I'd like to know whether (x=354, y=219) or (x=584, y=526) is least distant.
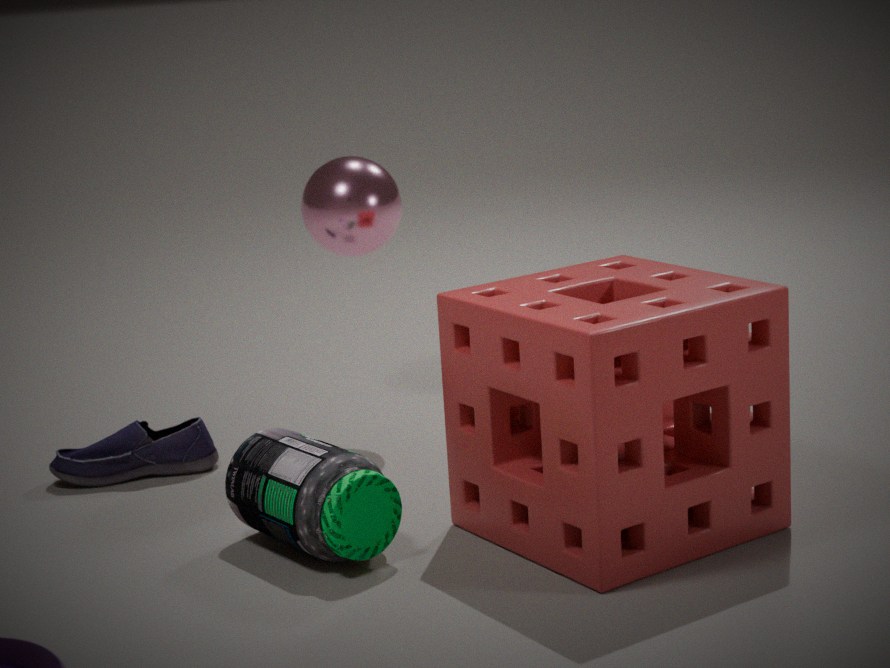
(x=584, y=526)
